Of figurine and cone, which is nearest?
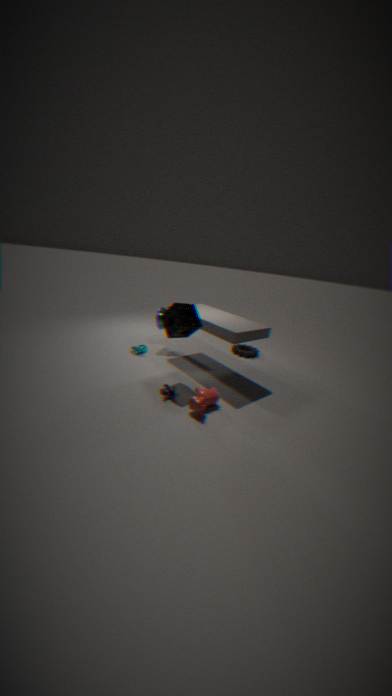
figurine
